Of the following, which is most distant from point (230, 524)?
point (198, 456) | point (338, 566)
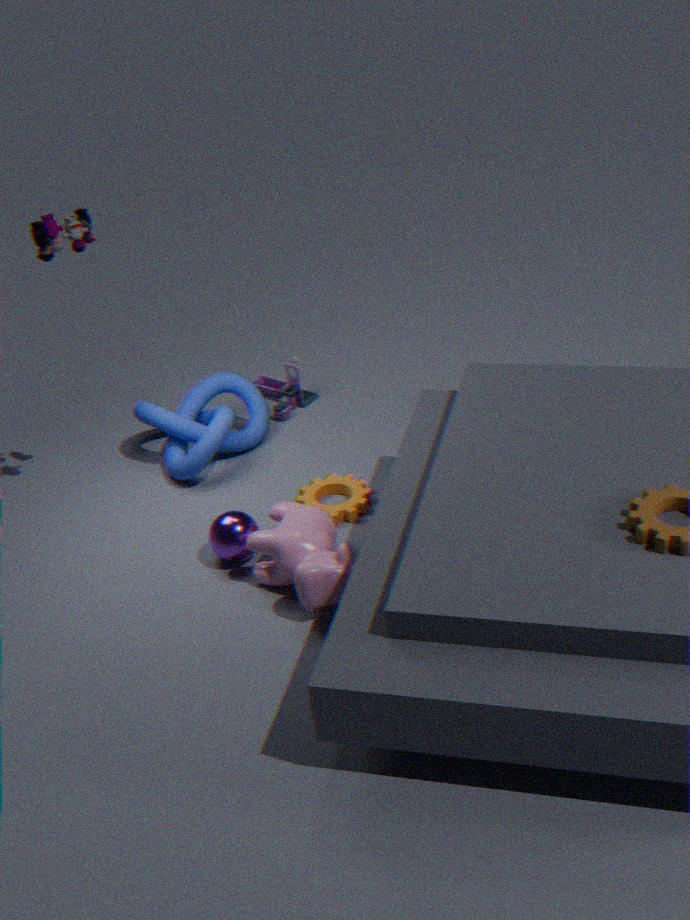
point (198, 456)
